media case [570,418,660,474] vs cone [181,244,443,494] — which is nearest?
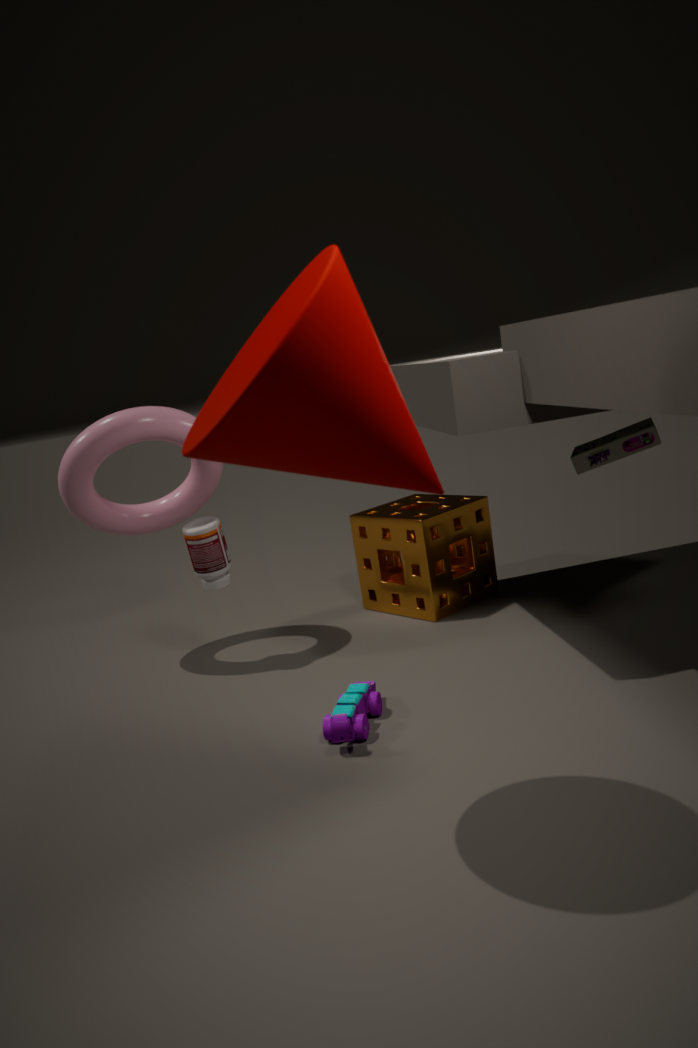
cone [181,244,443,494]
